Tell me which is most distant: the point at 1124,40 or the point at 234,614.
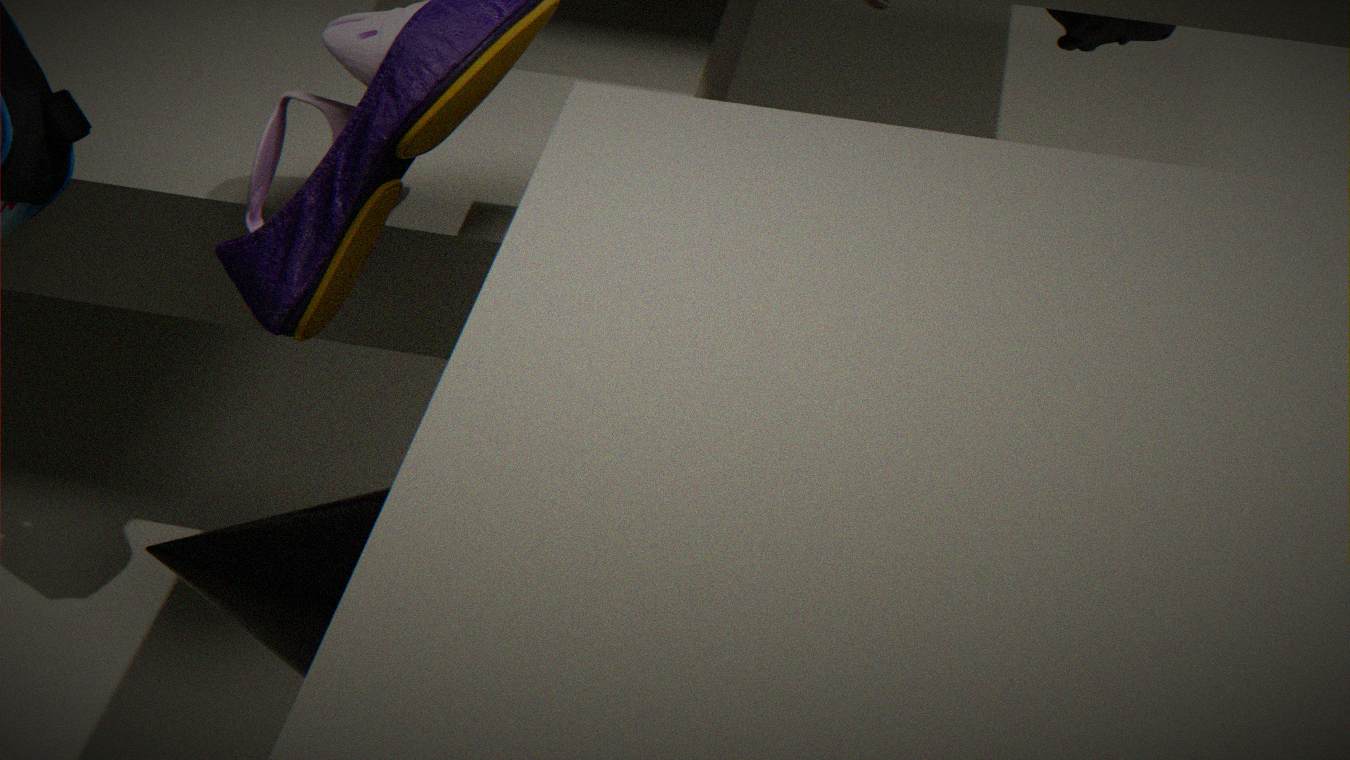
the point at 1124,40
